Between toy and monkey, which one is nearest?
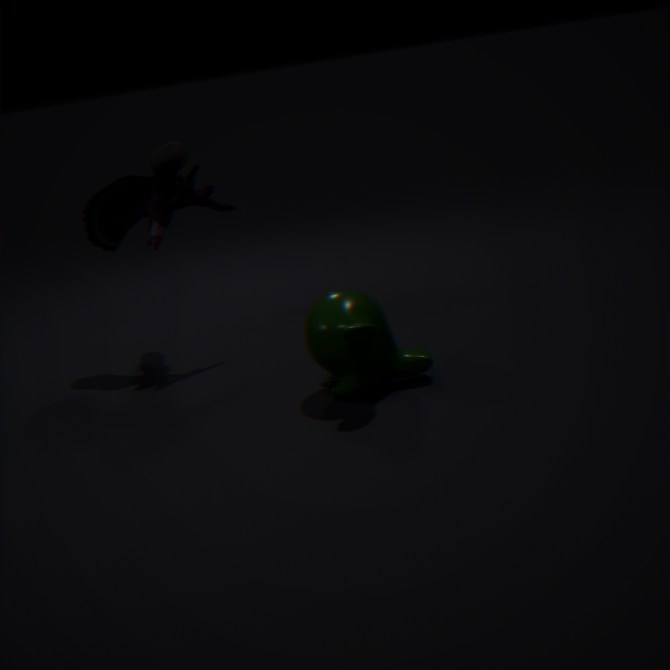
monkey
